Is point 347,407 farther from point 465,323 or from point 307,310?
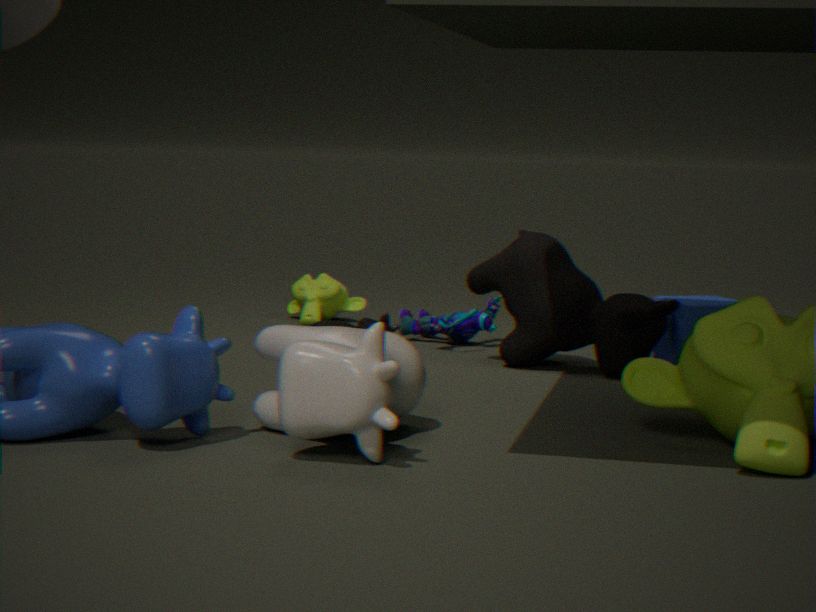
point 307,310
